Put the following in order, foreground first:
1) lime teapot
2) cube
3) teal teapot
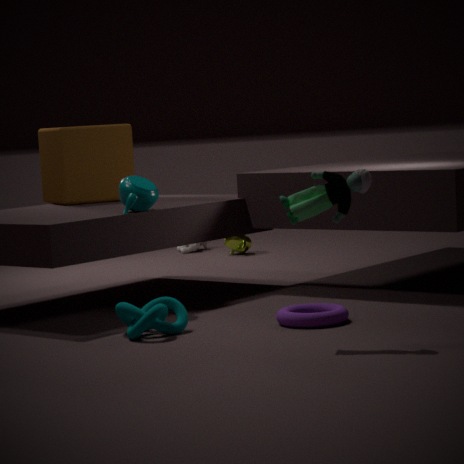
3. teal teapot, 2. cube, 1. lime teapot
